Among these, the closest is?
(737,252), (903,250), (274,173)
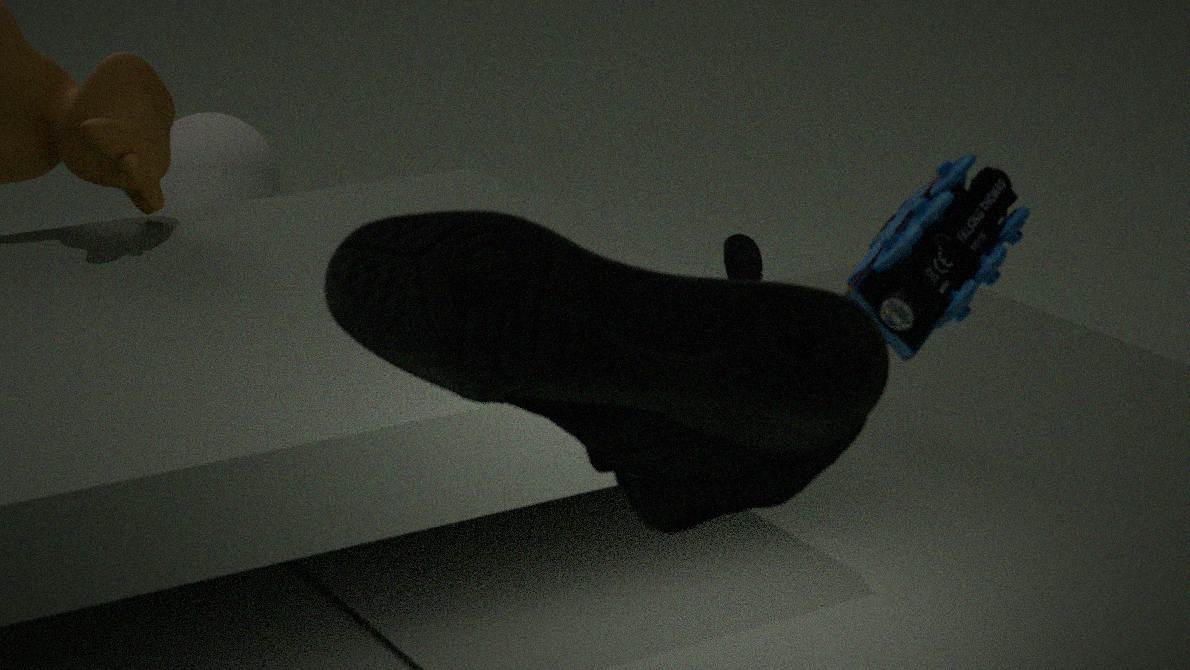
(903,250)
